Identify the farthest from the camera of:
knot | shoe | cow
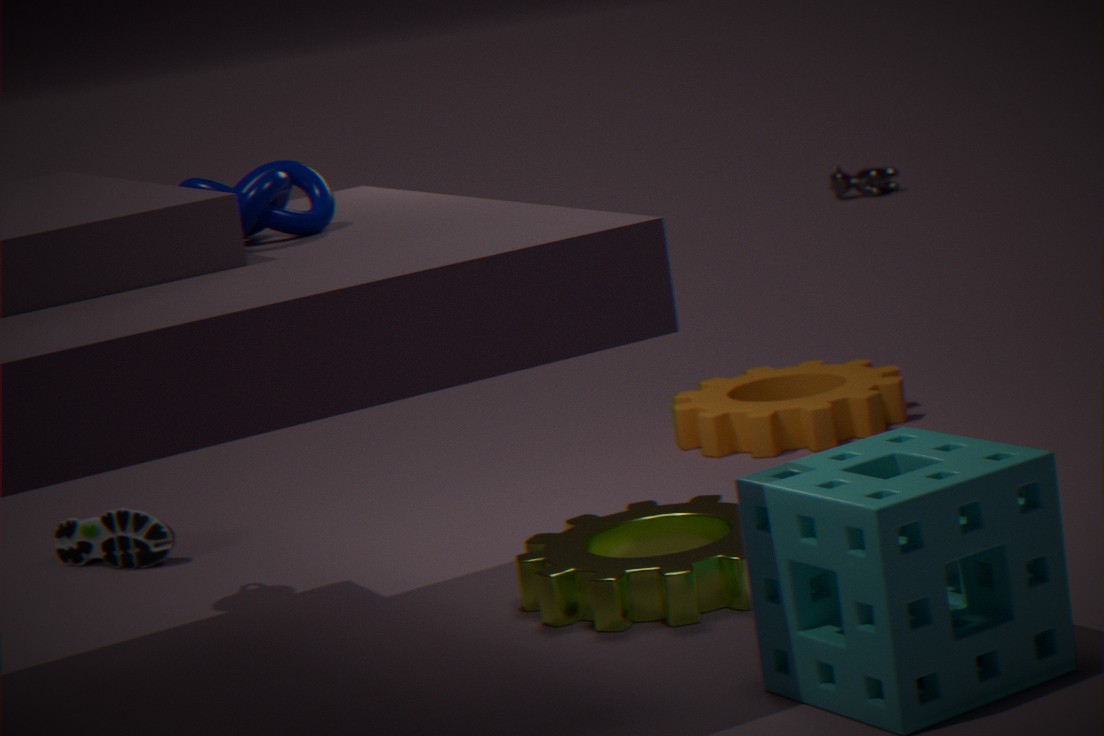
cow
